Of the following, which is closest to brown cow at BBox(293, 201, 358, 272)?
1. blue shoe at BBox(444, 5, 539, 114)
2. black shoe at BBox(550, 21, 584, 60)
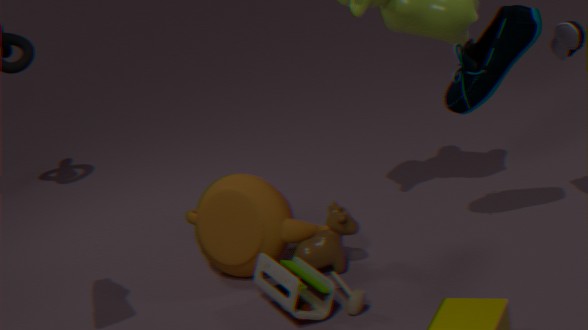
blue shoe at BBox(444, 5, 539, 114)
